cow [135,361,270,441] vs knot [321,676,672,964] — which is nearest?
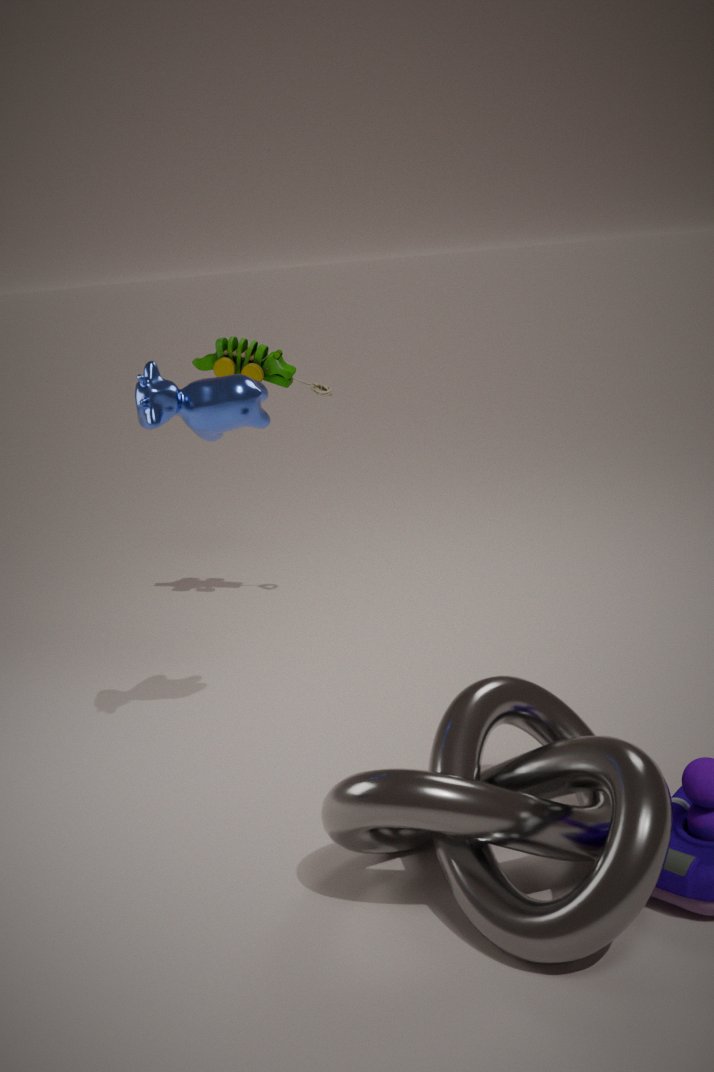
knot [321,676,672,964]
